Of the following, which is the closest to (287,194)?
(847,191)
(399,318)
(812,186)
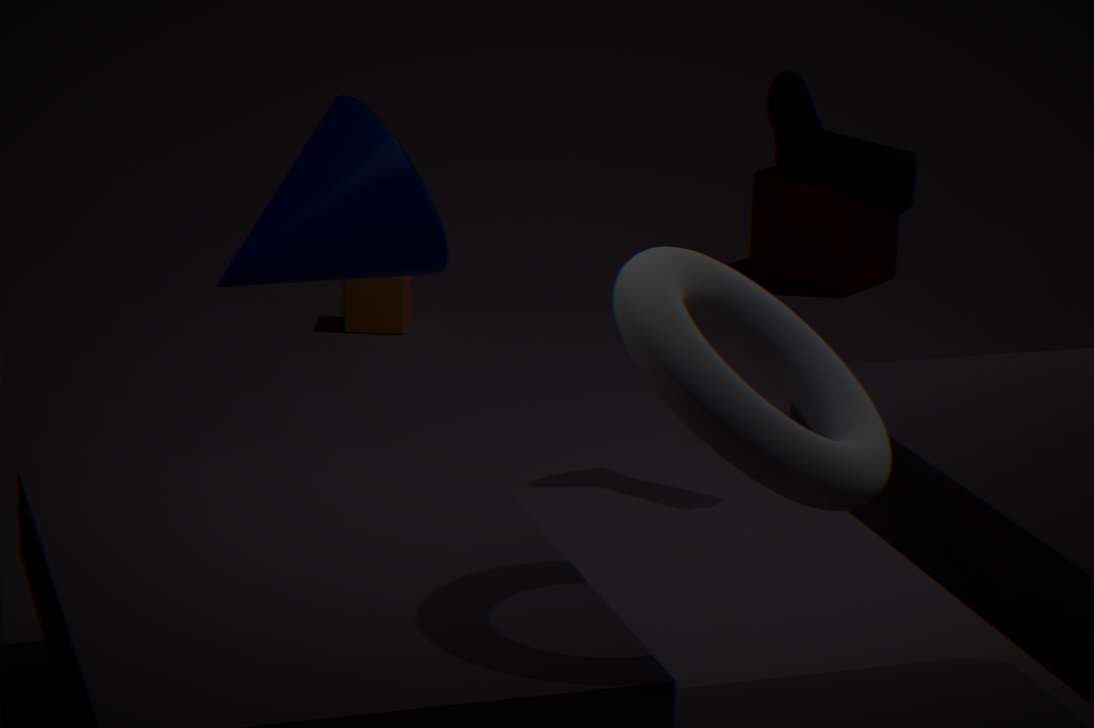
(847,191)
